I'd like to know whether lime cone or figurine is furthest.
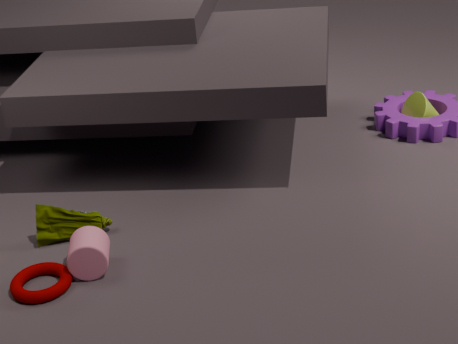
lime cone
